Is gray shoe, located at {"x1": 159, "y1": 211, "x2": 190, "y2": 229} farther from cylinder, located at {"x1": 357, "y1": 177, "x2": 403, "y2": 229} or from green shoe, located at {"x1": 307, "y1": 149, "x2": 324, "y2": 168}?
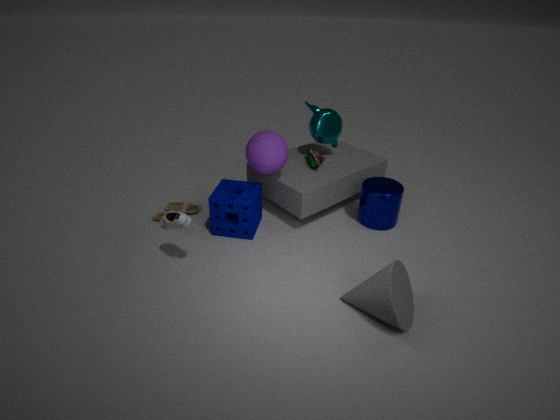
cylinder, located at {"x1": 357, "y1": 177, "x2": 403, "y2": 229}
